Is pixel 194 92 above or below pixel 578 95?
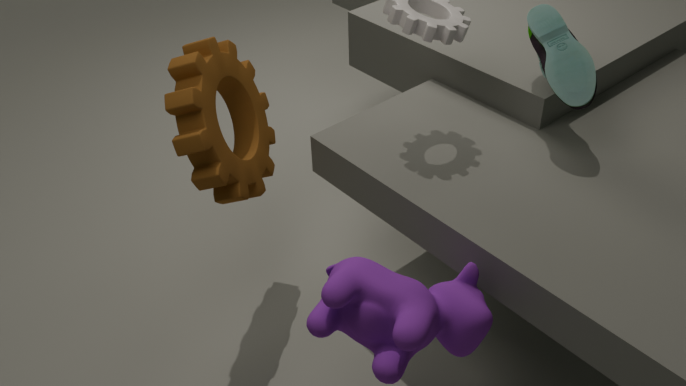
below
